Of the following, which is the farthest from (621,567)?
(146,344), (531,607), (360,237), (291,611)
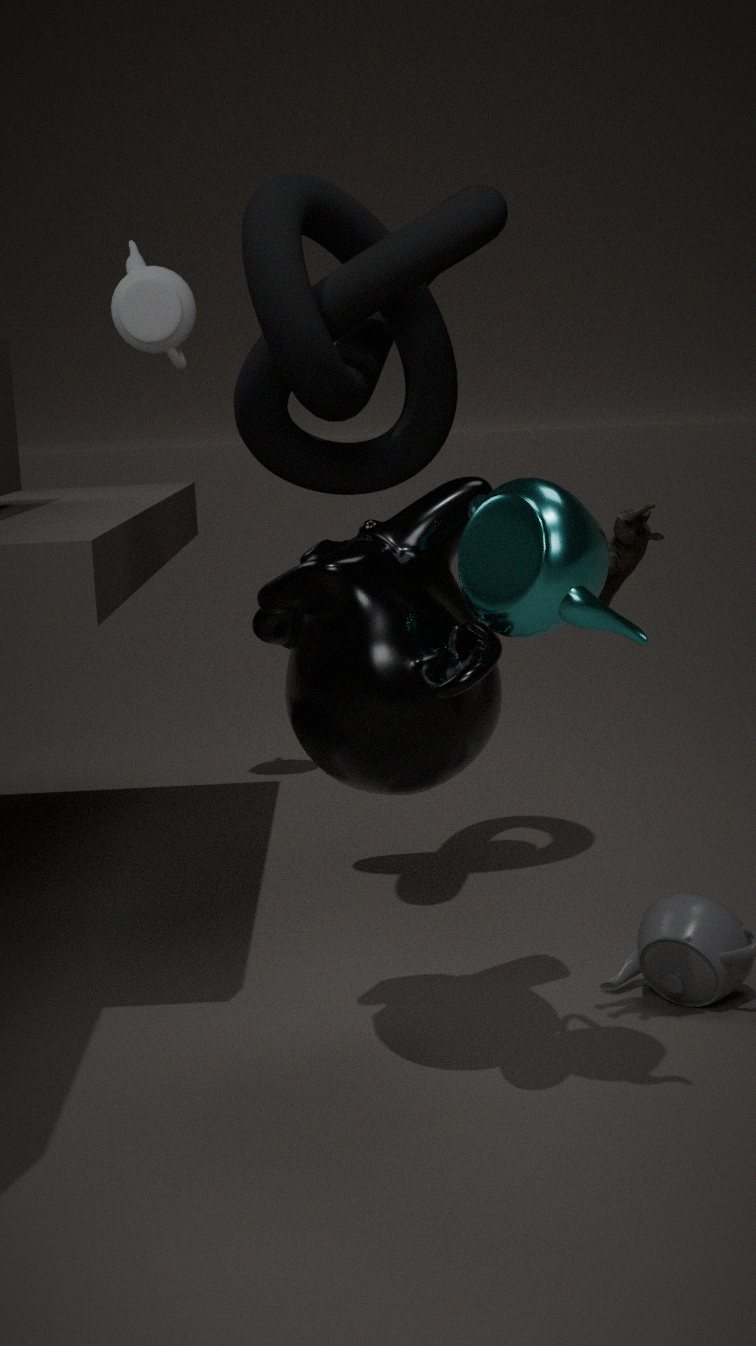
(146,344)
